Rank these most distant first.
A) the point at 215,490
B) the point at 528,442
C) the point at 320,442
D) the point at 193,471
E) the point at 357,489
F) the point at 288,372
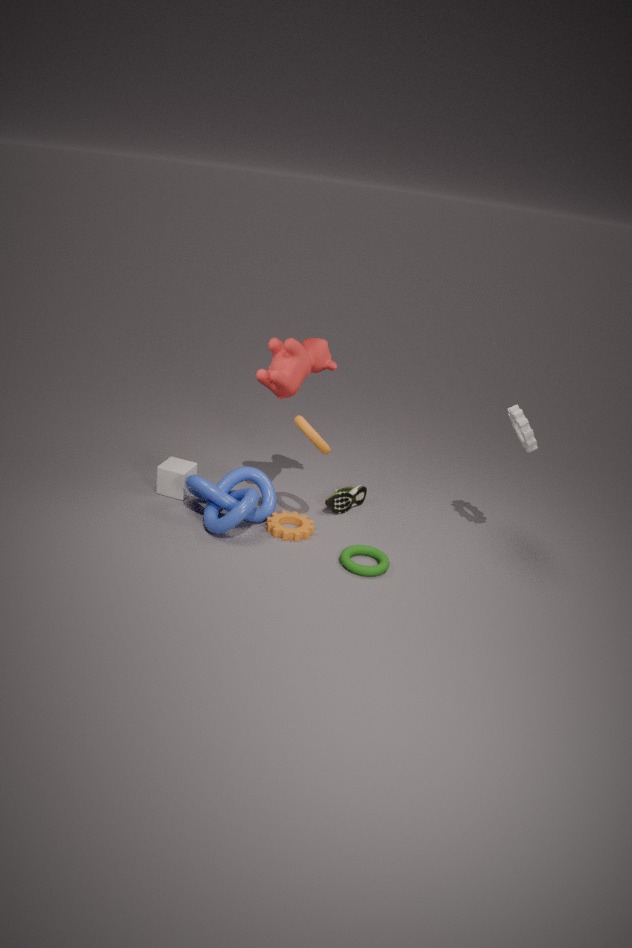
the point at 357,489 → the point at 193,471 → the point at 215,490 → the point at 288,372 → the point at 528,442 → the point at 320,442
